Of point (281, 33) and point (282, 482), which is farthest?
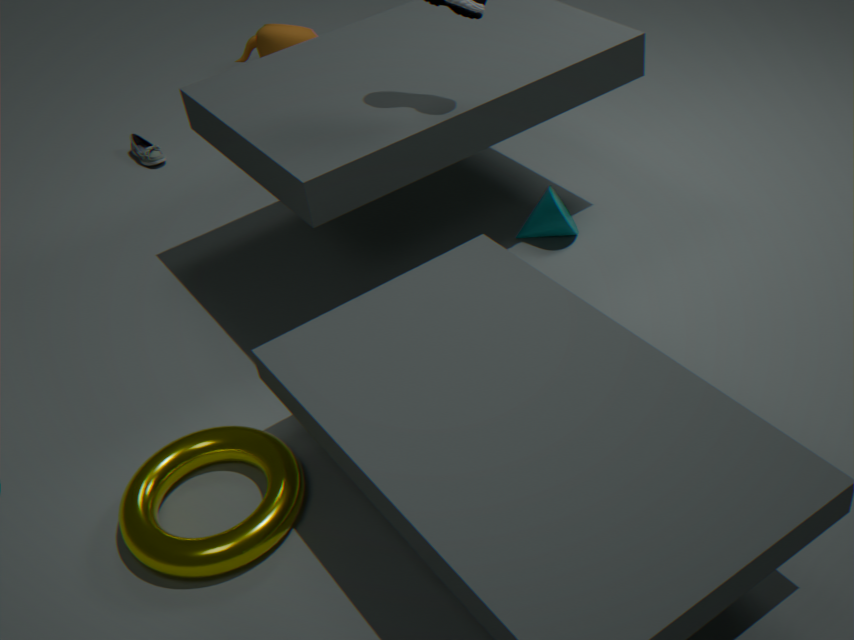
point (281, 33)
